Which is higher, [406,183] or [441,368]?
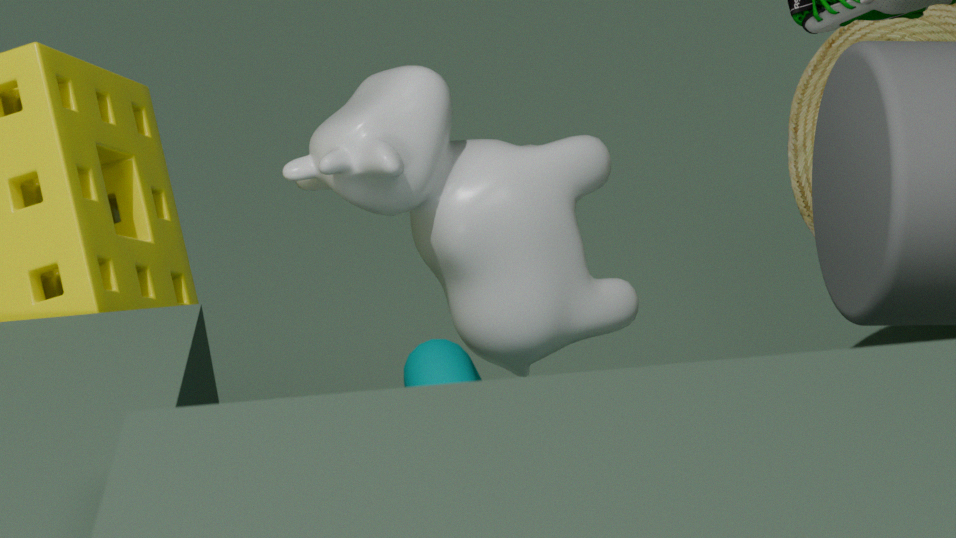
[406,183]
